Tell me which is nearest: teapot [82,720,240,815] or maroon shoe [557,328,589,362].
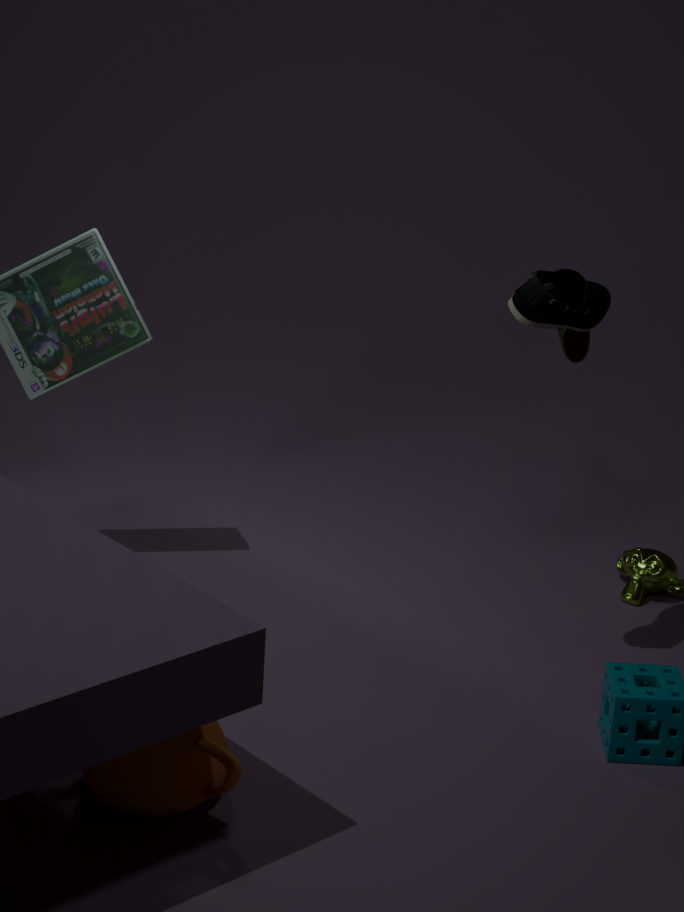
teapot [82,720,240,815]
